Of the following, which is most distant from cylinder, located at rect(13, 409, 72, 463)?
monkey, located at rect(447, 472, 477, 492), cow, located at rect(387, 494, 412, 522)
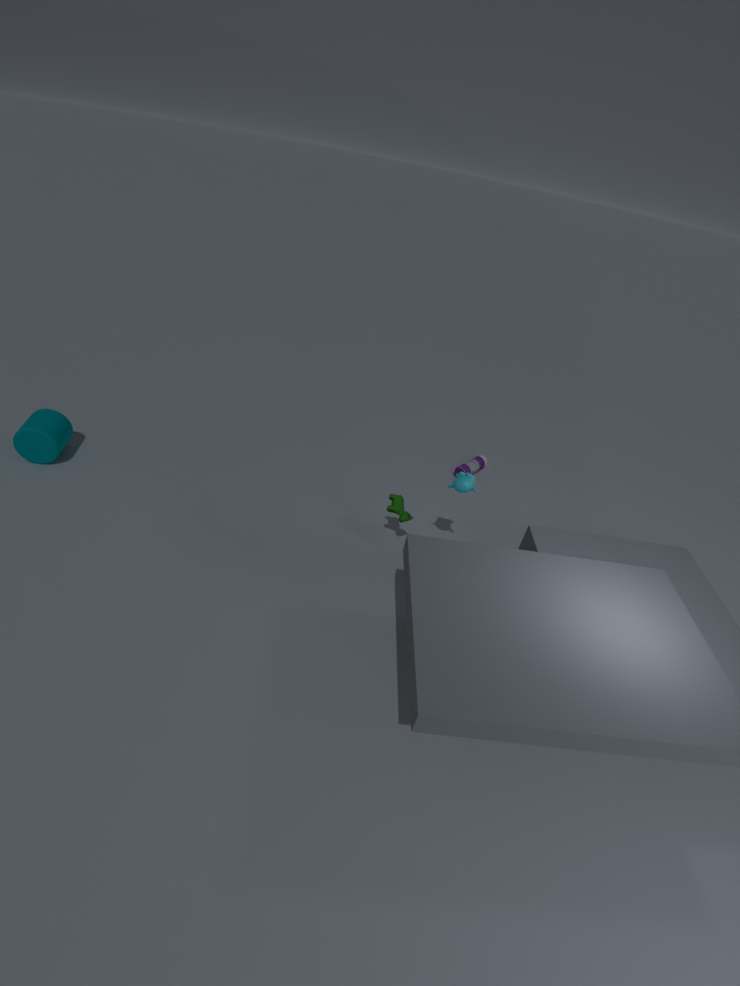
monkey, located at rect(447, 472, 477, 492)
